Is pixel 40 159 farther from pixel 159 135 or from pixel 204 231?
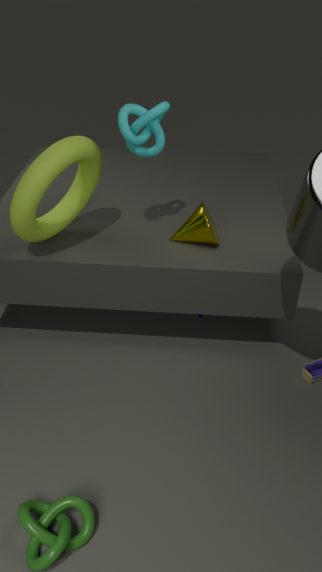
pixel 204 231
